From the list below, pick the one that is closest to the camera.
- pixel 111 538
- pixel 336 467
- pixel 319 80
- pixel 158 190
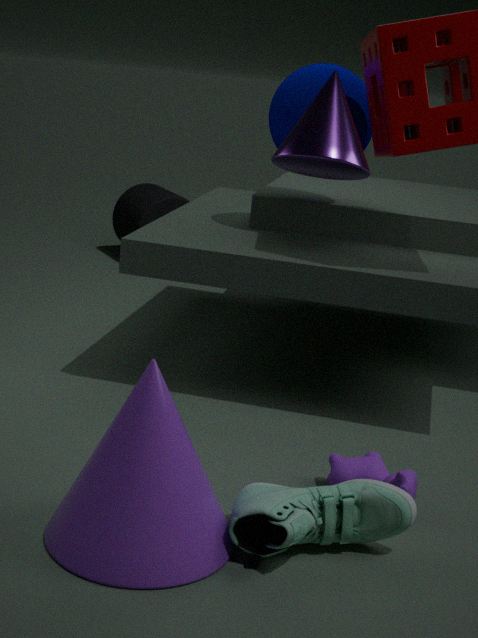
pixel 111 538
